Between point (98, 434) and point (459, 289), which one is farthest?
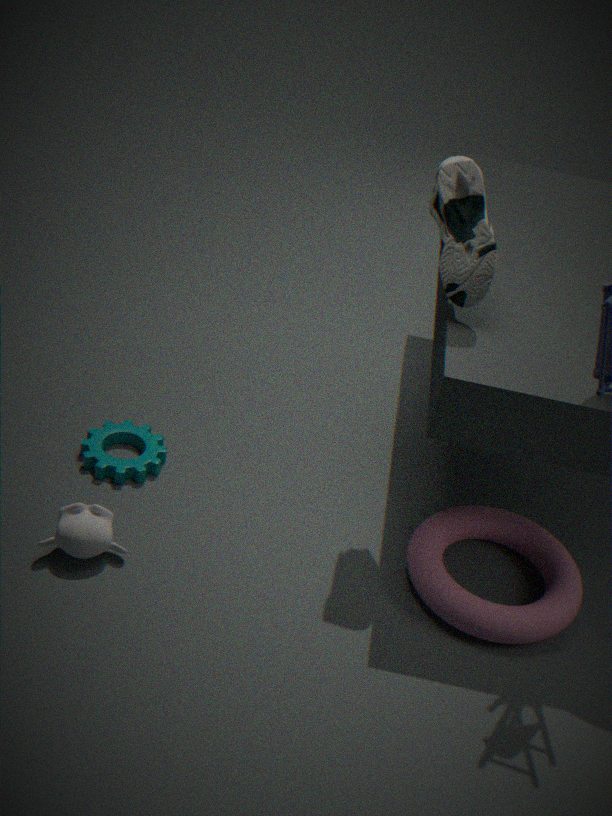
point (98, 434)
